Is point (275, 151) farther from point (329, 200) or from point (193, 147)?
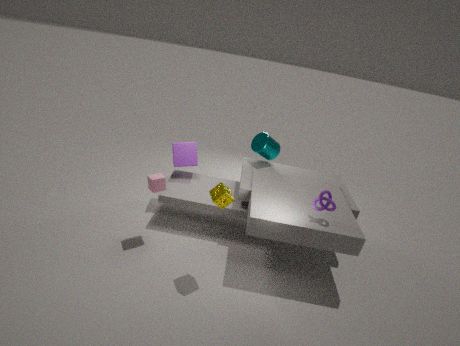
point (329, 200)
